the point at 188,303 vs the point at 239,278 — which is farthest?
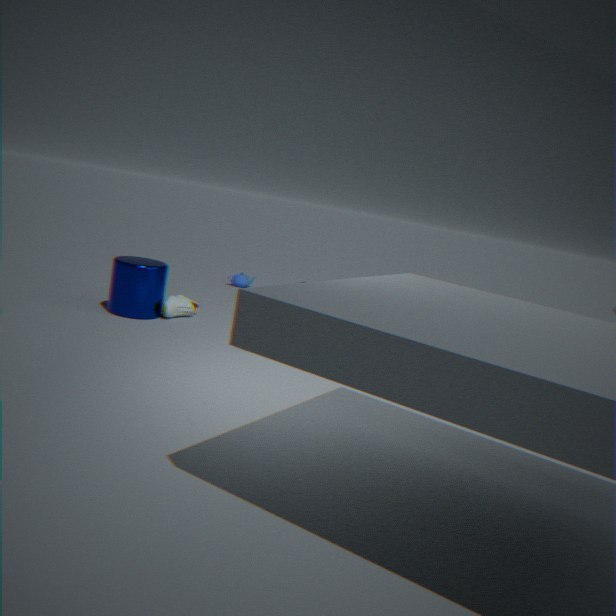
the point at 239,278
